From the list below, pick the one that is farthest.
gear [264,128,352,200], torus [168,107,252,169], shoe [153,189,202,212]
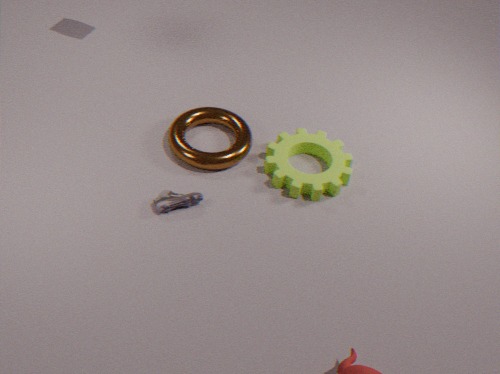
torus [168,107,252,169]
